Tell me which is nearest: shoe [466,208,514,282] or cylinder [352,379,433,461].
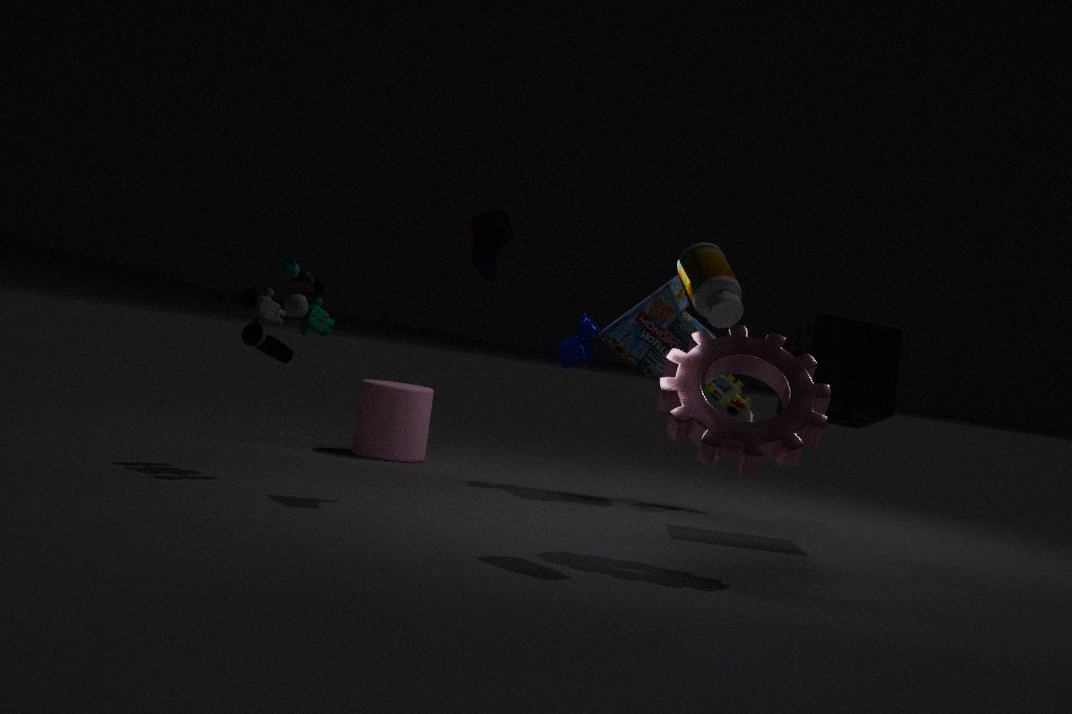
shoe [466,208,514,282]
